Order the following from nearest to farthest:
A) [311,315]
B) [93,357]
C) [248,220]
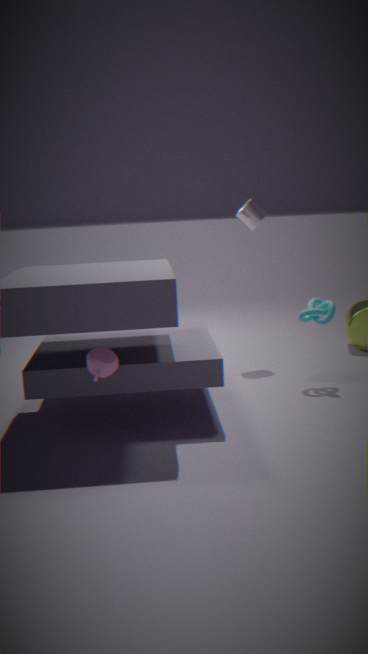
1. [93,357]
2. [311,315]
3. [248,220]
